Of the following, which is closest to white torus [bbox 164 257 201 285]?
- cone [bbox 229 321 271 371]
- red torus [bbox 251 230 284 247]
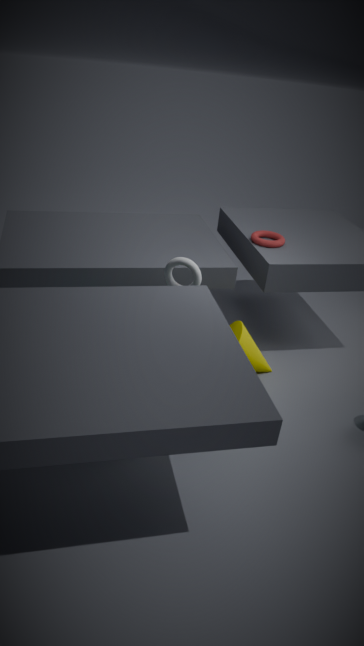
cone [bbox 229 321 271 371]
